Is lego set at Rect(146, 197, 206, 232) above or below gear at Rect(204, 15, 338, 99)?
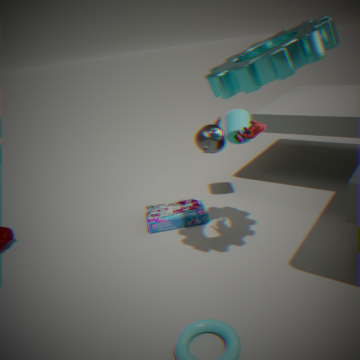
below
